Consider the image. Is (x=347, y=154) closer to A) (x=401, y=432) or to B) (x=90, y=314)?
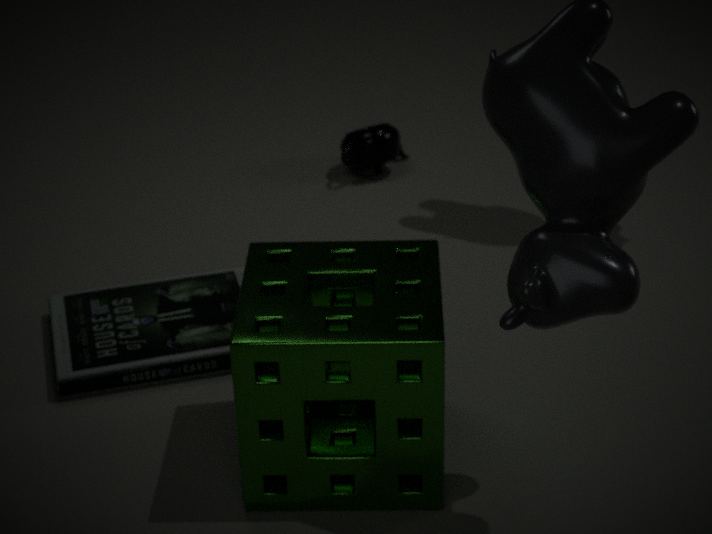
B) (x=90, y=314)
